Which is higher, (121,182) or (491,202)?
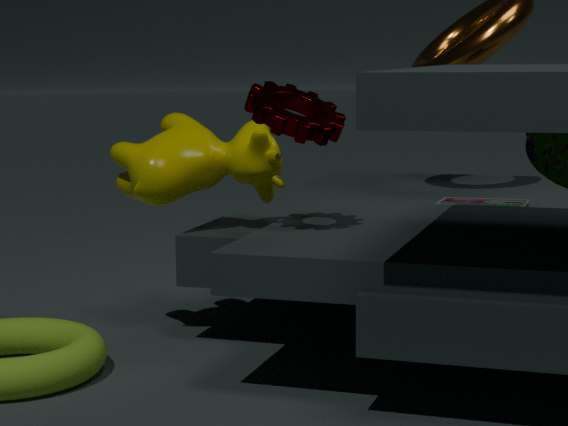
(121,182)
